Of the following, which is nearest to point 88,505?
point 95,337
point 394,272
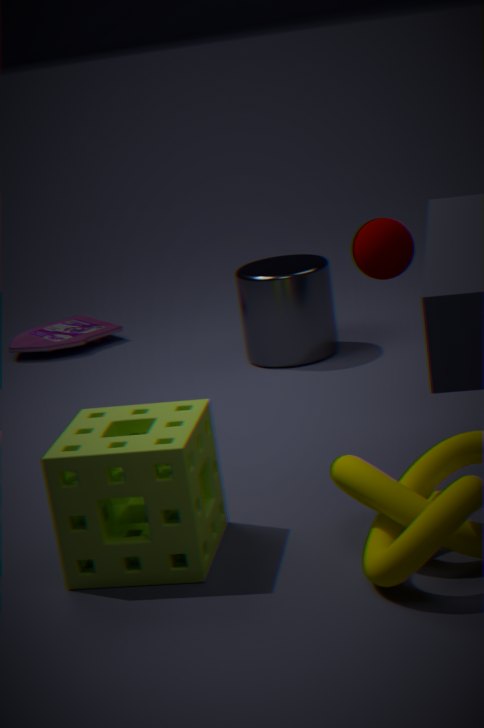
point 394,272
